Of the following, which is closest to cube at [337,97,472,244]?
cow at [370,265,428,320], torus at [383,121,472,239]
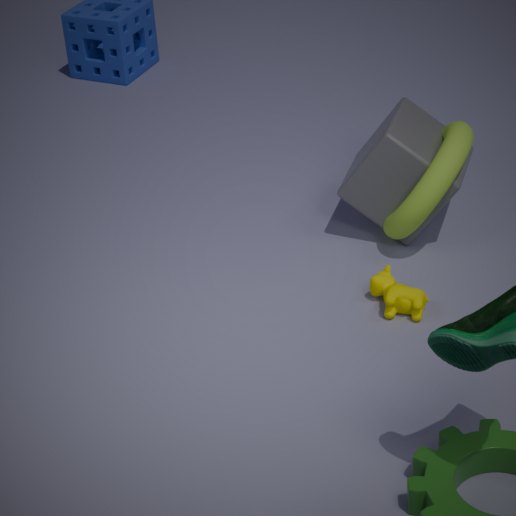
torus at [383,121,472,239]
